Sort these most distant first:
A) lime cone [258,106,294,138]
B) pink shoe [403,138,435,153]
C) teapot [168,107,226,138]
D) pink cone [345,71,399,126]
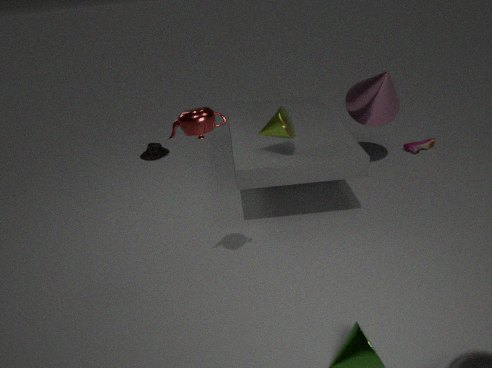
pink shoe [403,138,435,153] → pink cone [345,71,399,126] → lime cone [258,106,294,138] → teapot [168,107,226,138]
